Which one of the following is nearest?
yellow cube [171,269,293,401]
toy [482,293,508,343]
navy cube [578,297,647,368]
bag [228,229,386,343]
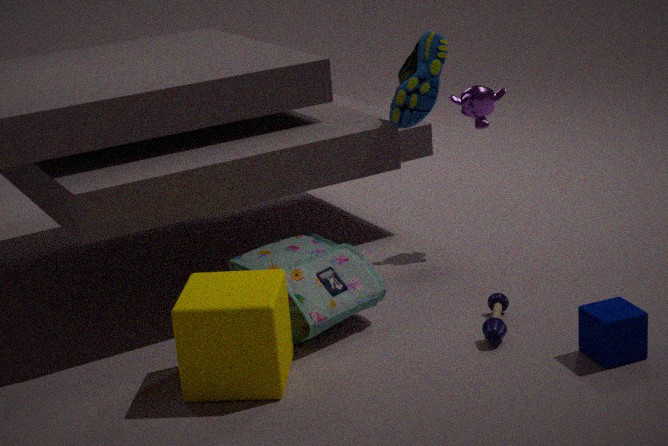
yellow cube [171,269,293,401]
